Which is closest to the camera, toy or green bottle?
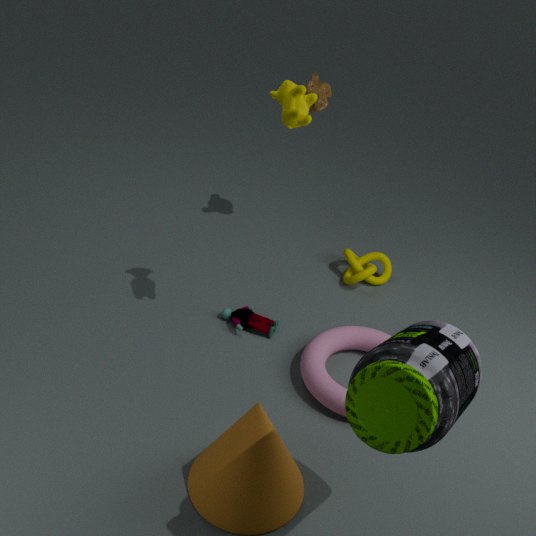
green bottle
